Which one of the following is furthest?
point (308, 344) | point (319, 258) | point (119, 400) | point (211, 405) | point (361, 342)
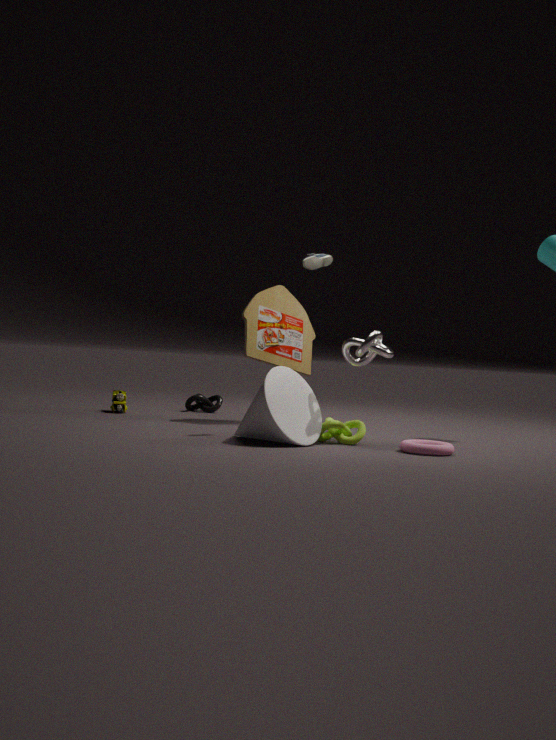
point (211, 405)
